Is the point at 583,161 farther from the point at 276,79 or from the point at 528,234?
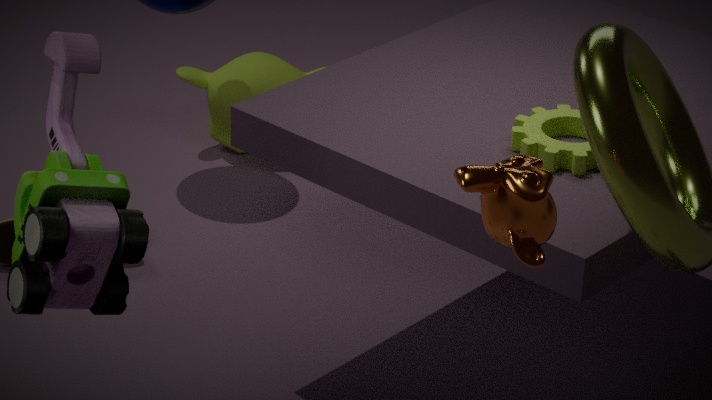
the point at 276,79
